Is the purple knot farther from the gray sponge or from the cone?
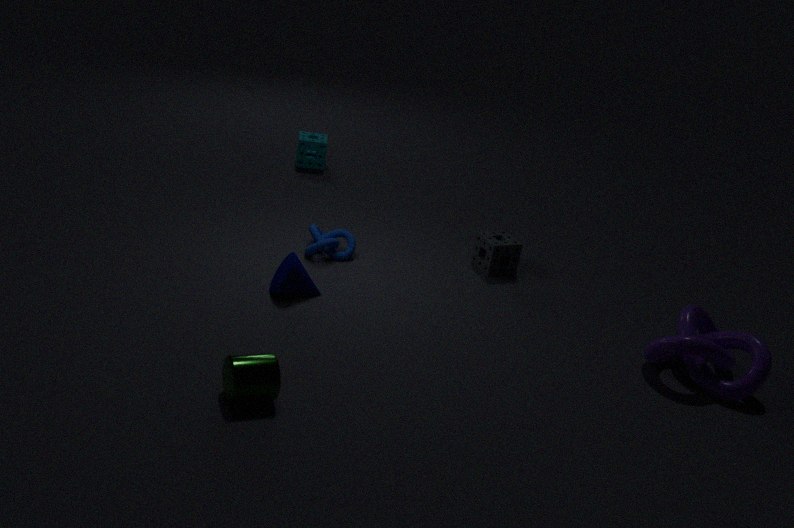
the cone
